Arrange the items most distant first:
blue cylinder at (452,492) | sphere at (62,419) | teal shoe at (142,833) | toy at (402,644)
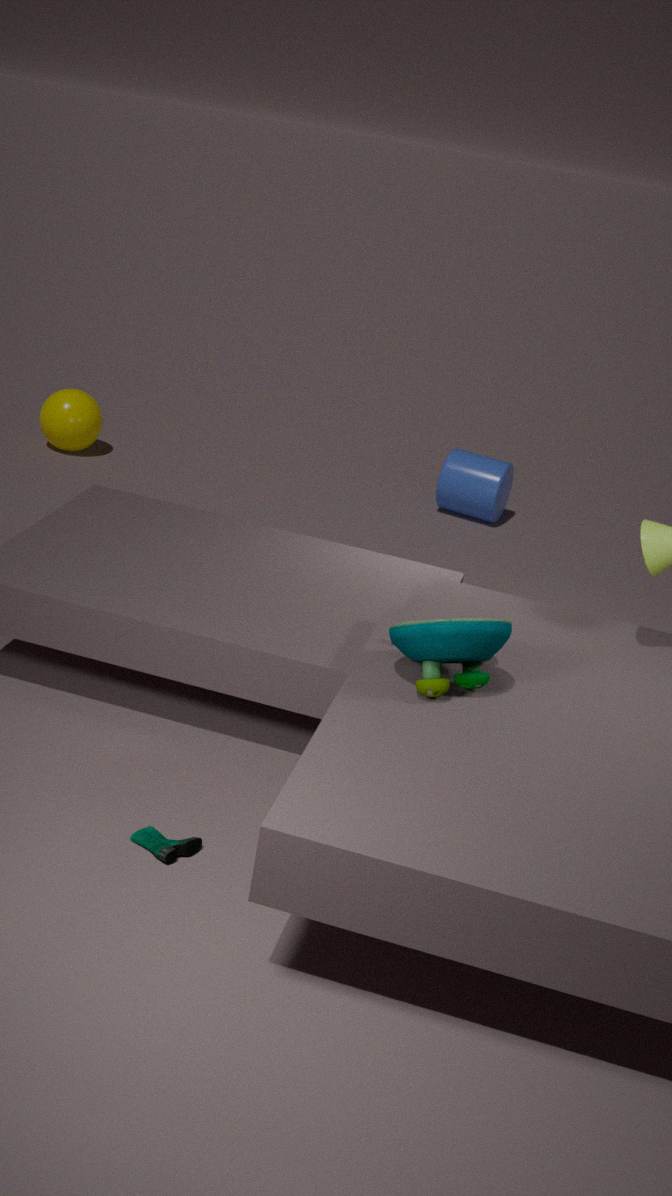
blue cylinder at (452,492)
sphere at (62,419)
toy at (402,644)
teal shoe at (142,833)
